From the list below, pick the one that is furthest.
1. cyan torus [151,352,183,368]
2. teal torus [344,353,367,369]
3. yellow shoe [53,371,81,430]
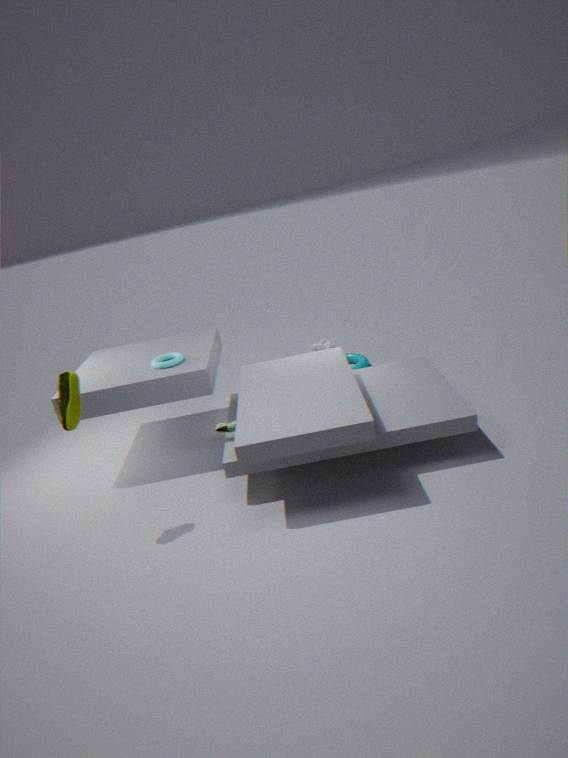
teal torus [344,353,367,369]
